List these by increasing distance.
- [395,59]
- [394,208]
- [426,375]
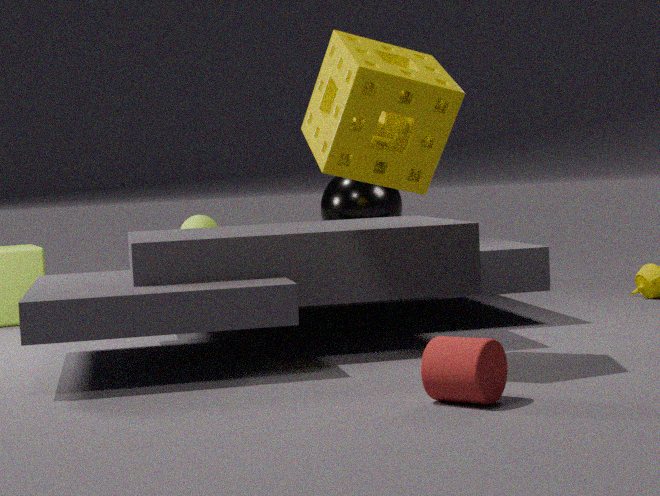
[426,375]
[395,59]
[394,208]
